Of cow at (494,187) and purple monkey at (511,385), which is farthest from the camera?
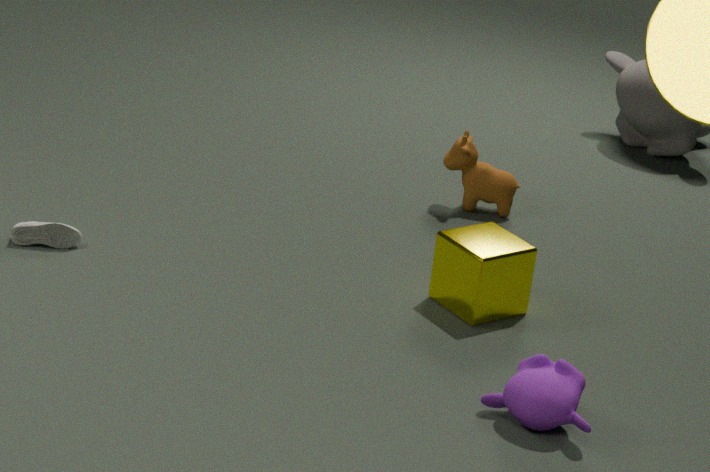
cow at (494,187)
